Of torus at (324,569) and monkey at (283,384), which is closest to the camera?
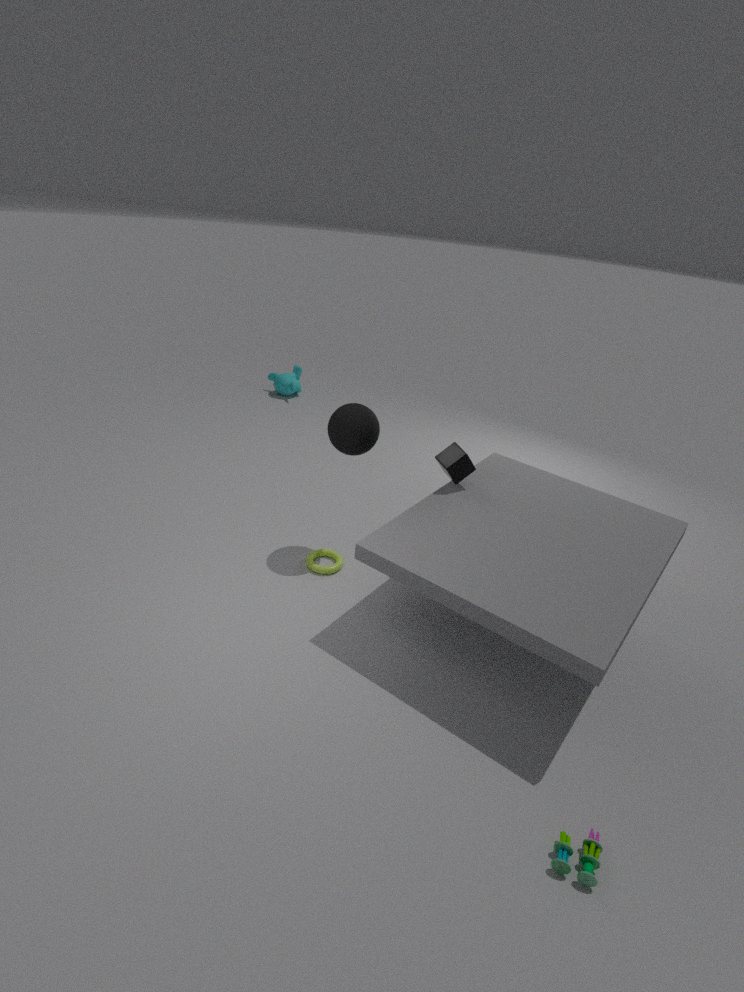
torus at (324,569)
